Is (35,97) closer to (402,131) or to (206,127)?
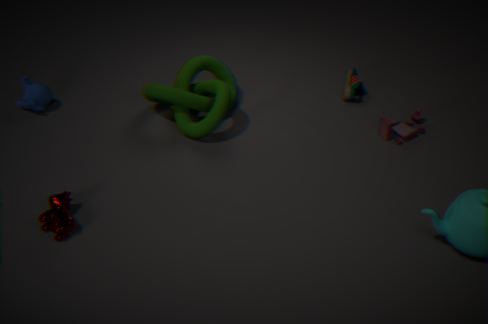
(206,127)
